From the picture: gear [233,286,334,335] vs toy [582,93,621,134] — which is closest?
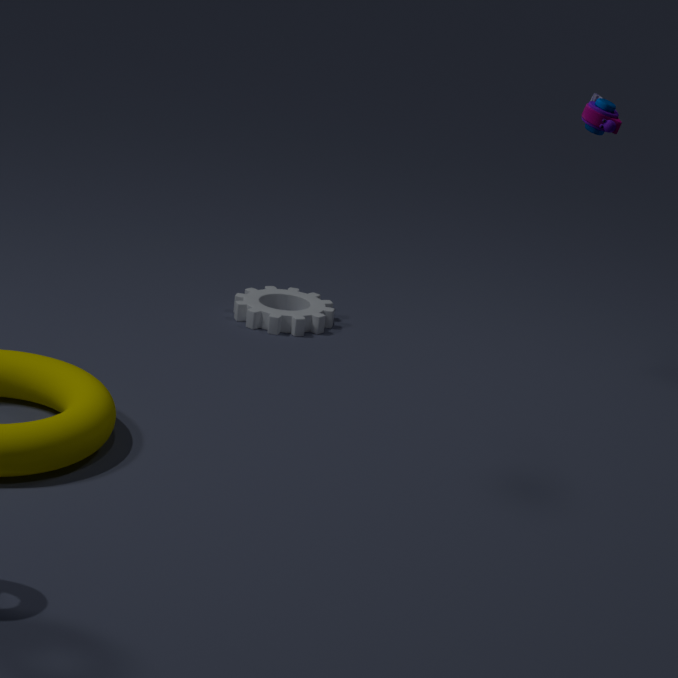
toy [582,93,621,134]
